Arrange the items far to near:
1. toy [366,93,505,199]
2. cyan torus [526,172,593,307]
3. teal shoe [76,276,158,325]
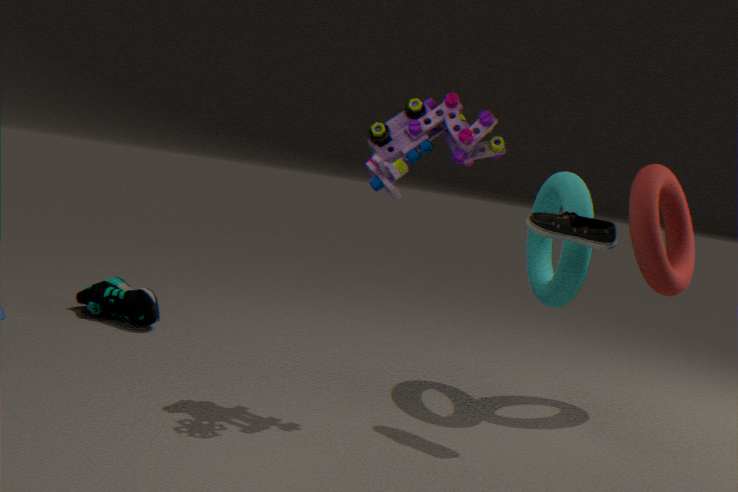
teal shoe [76,276,158,325], cyan torus [526,172,593,307], toy [366,93,505,199]
